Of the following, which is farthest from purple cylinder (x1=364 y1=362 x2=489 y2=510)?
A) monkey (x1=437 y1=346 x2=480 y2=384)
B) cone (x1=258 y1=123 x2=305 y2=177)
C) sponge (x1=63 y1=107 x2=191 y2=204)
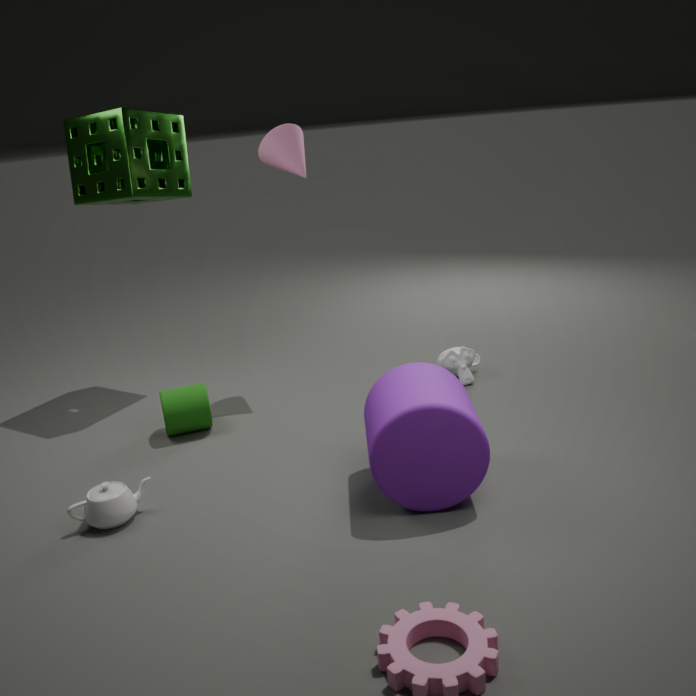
sponge (x1=63 y1=107 x2=191 y2=204)
